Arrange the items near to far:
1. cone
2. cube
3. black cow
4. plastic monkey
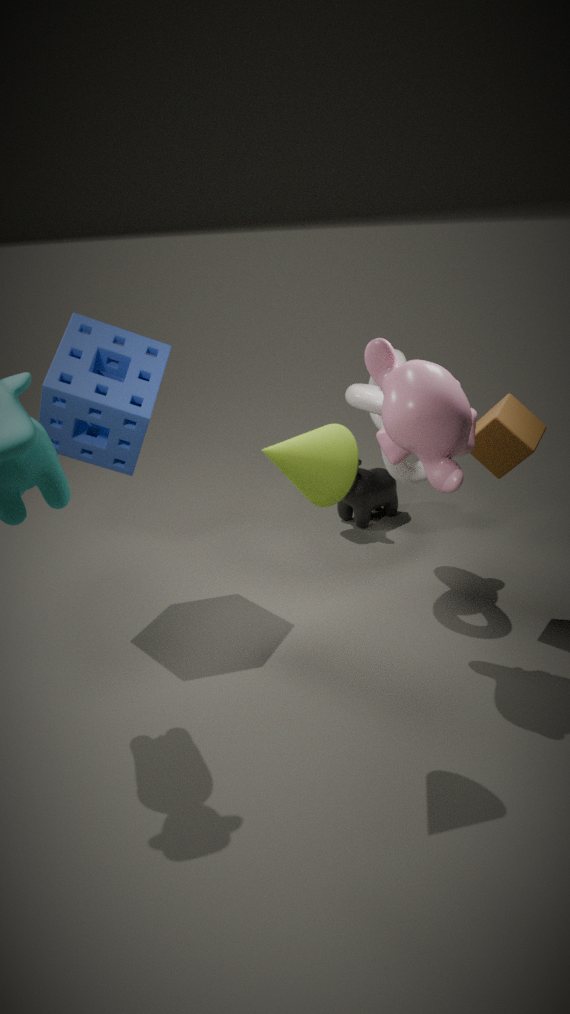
cone, plastic monkey, cube, black cow
